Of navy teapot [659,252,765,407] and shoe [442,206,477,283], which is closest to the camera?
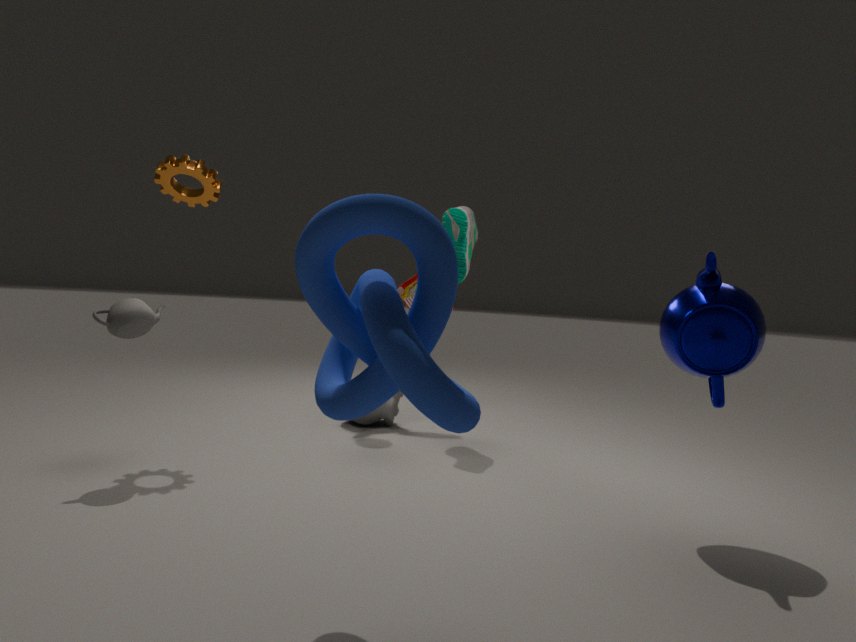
navy teapot [659,252,765,407]
